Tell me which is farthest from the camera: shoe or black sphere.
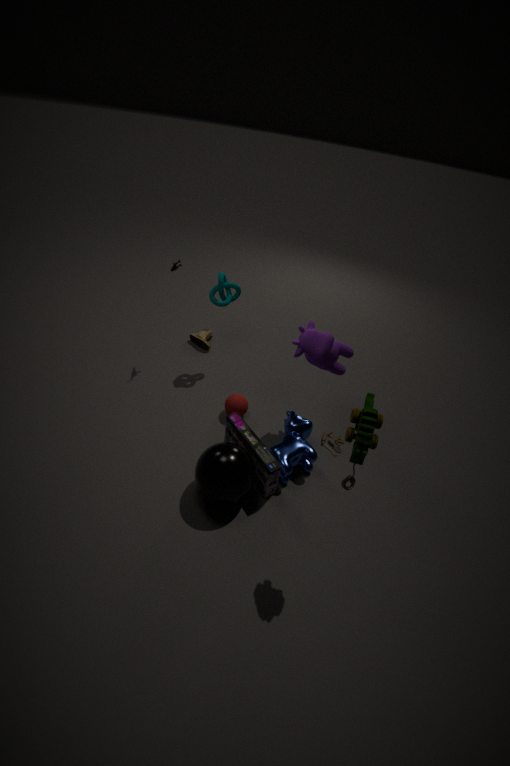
shoe
